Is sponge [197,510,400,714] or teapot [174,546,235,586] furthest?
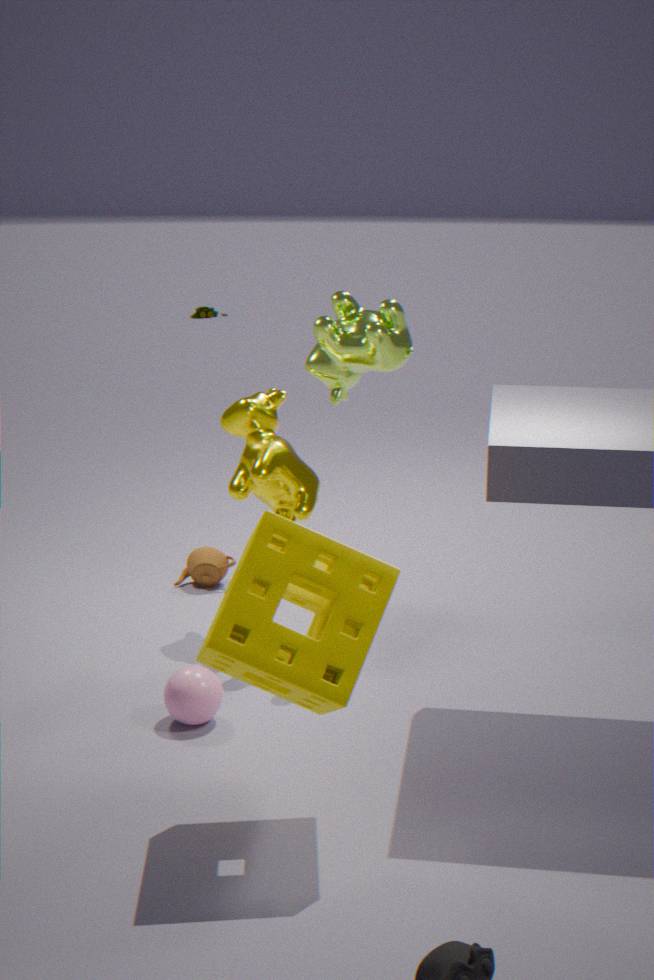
teapot [174,546,235,586]
